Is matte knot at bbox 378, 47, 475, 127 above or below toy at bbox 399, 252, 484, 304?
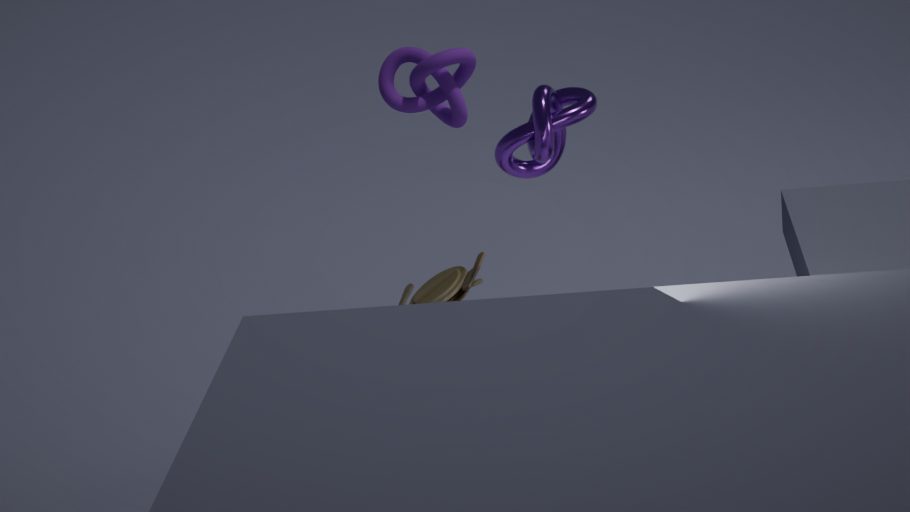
above
